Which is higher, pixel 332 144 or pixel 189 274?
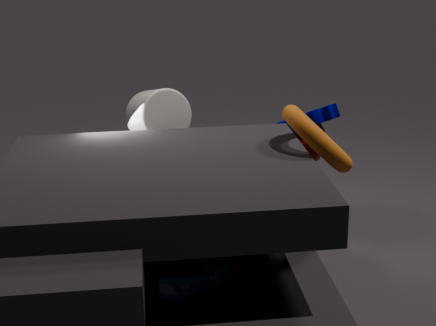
pixel 332 144
